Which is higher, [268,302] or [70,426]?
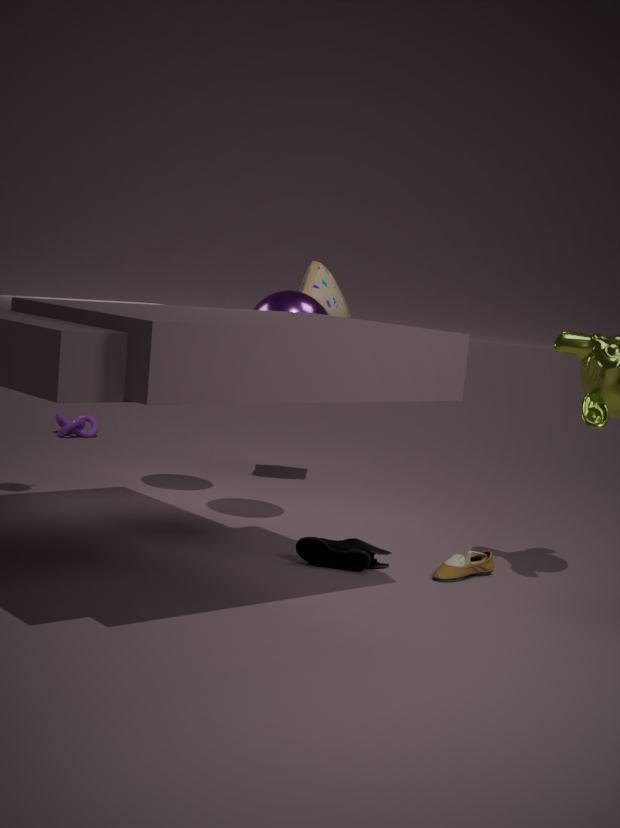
[268,302]
